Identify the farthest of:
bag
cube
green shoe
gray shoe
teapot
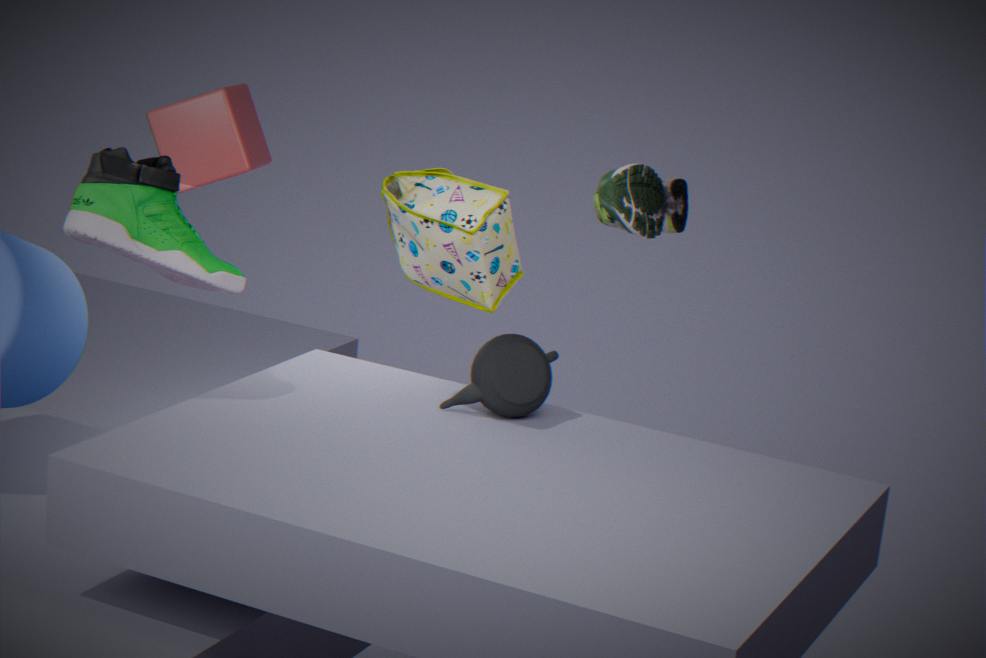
cube
